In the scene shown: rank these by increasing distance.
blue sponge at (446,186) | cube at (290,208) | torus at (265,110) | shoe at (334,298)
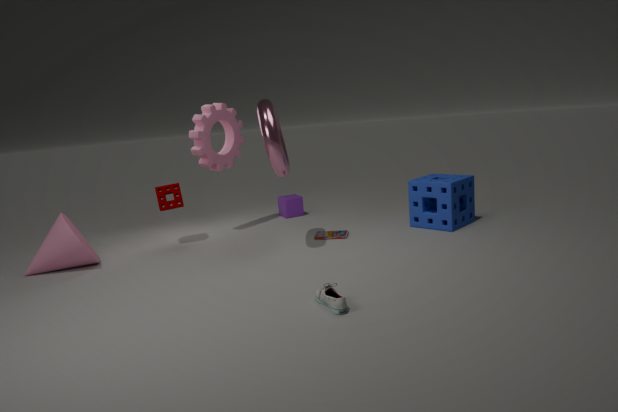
shoe at (334,298), torus at (265,110), blue sponge at (446,186), cube at (290,208)
